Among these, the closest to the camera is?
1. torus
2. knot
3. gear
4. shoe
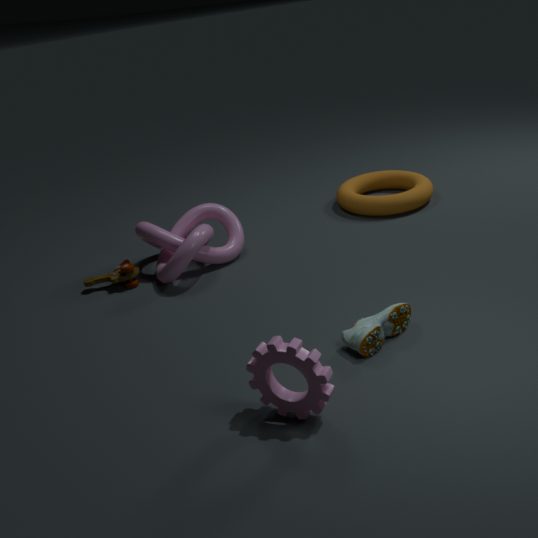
gear
